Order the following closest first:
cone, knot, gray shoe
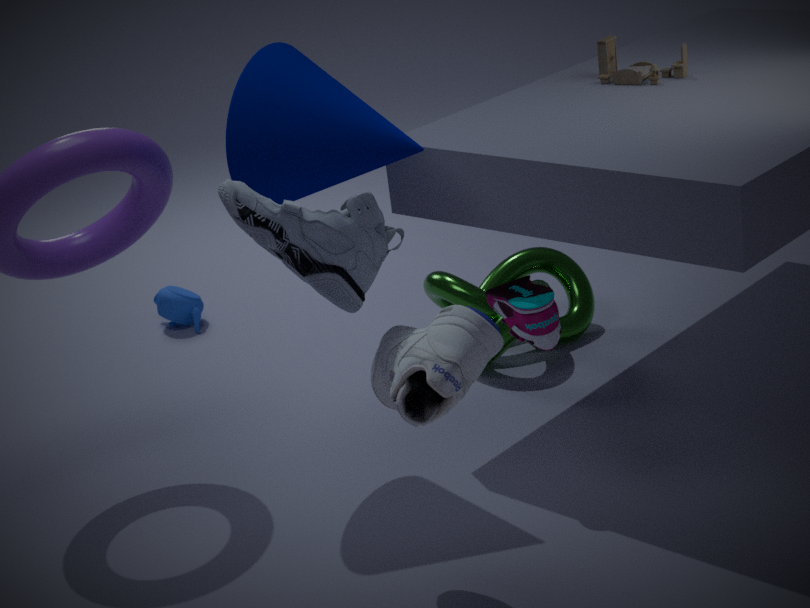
gray shoe → cone → knot
